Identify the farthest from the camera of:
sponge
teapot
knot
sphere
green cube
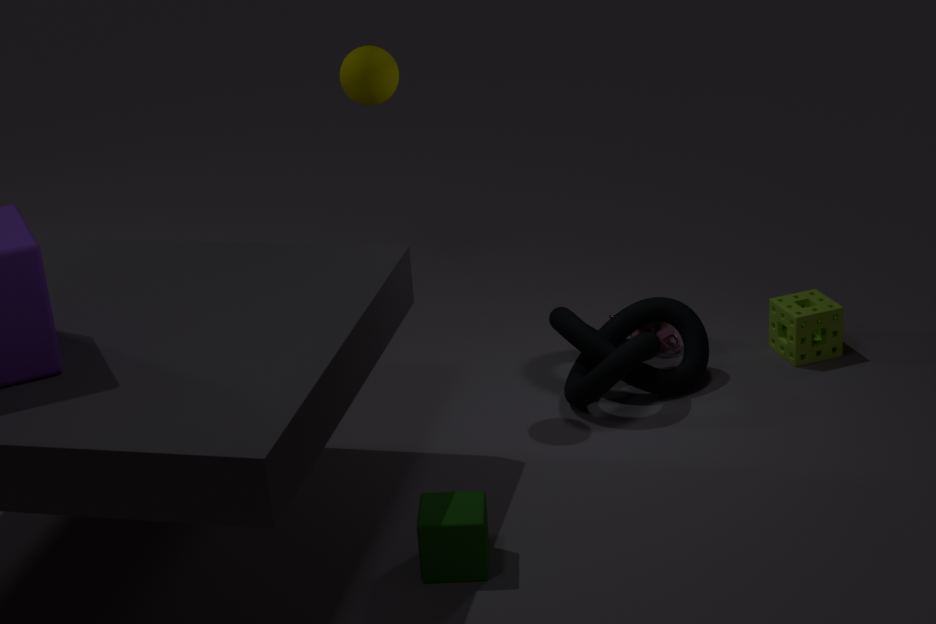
teapot
